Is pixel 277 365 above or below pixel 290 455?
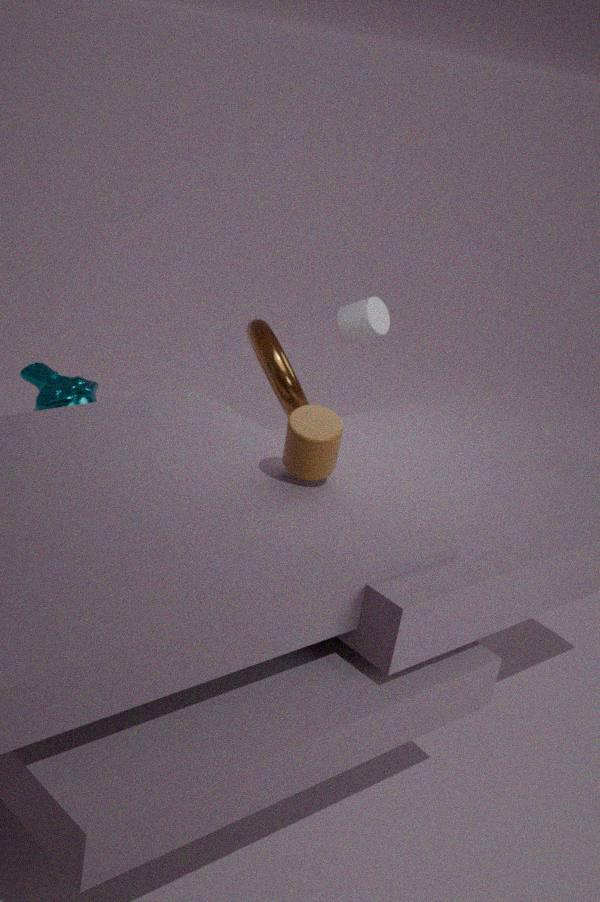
below
